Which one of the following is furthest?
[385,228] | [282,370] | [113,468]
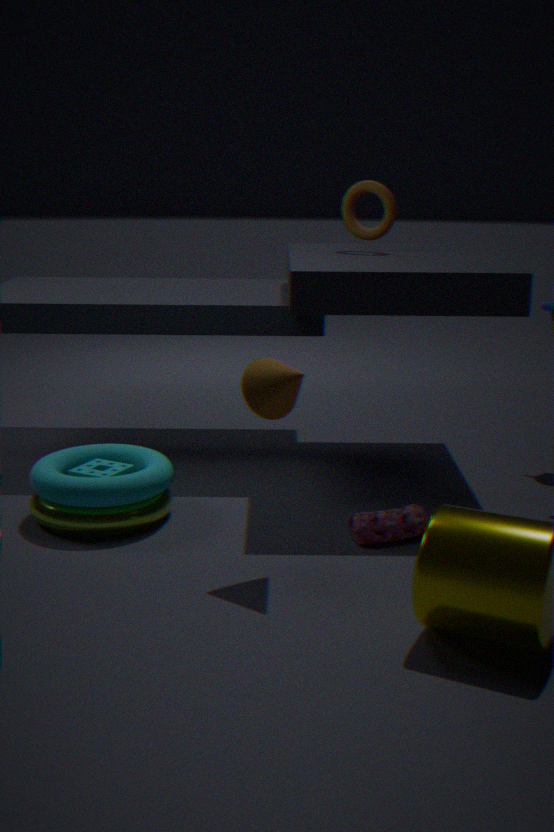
[385,228]
